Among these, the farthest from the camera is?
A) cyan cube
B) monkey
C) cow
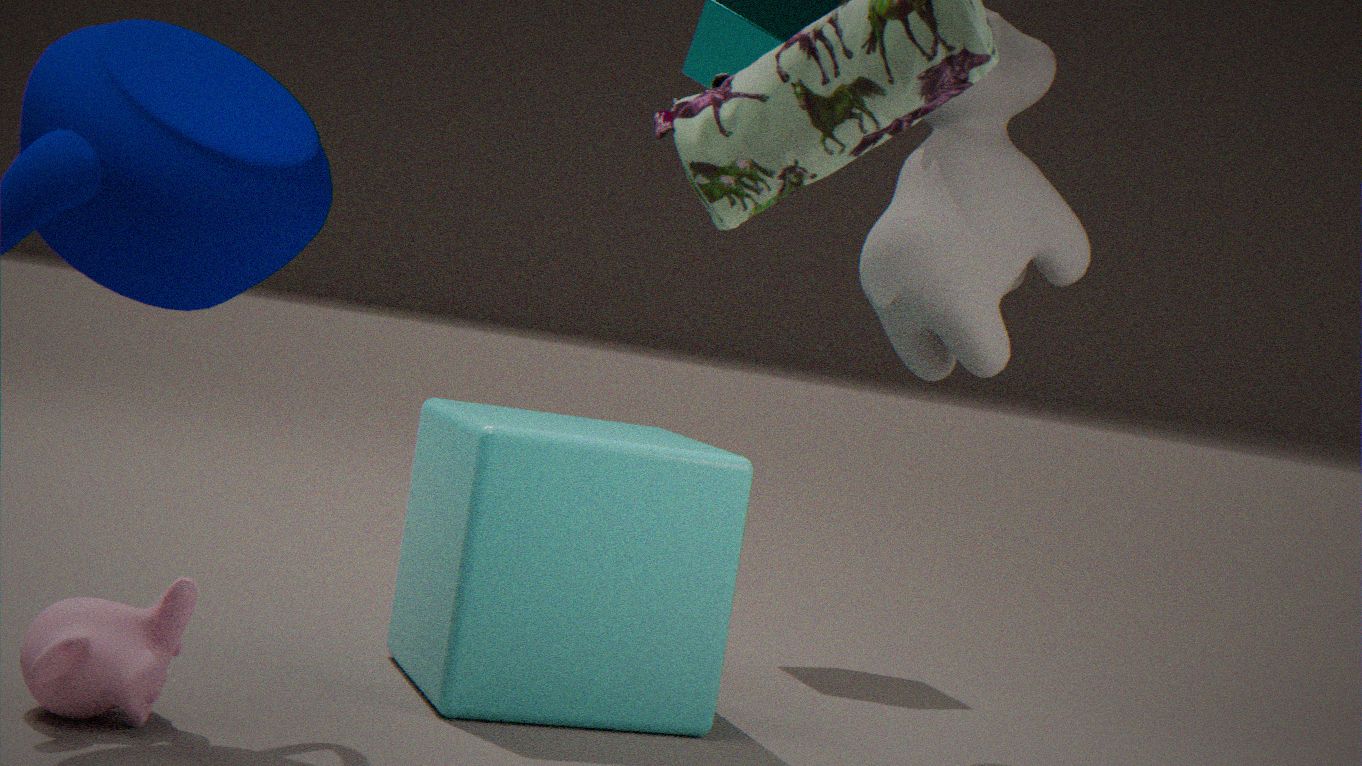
cow
